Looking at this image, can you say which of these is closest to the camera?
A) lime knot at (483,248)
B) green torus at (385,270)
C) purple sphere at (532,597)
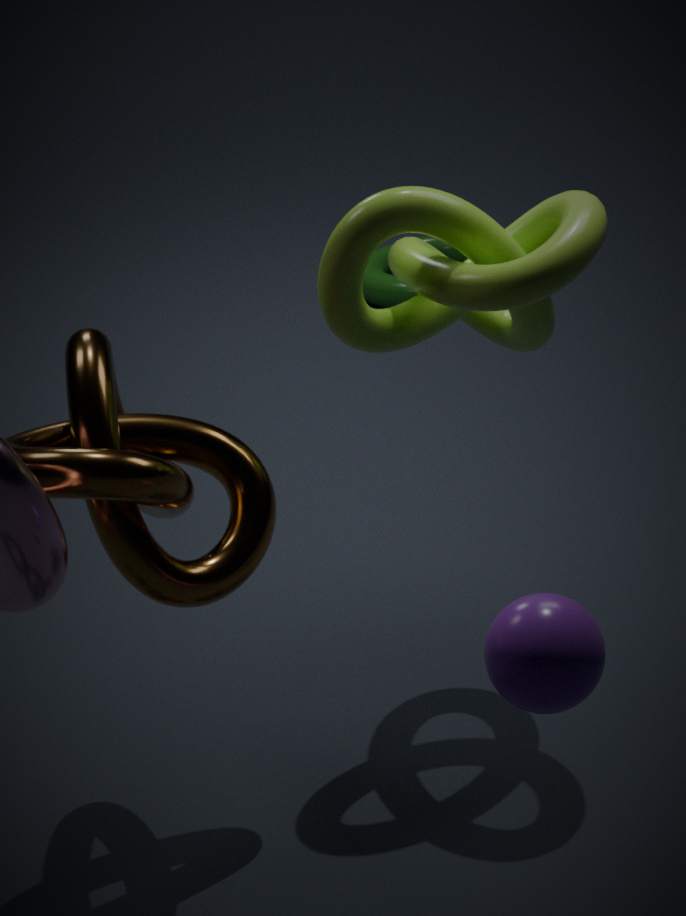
C. purple sphere at (532,597)
